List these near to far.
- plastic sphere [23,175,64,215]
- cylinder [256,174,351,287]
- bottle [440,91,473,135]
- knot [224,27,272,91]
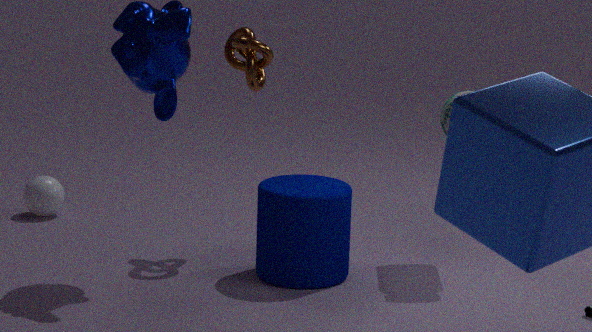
cylinder [256,174,351,287] < bottle [440,91,473,135] < knot [224,27,272,91] < plastic sphere [23,175,64,215]
